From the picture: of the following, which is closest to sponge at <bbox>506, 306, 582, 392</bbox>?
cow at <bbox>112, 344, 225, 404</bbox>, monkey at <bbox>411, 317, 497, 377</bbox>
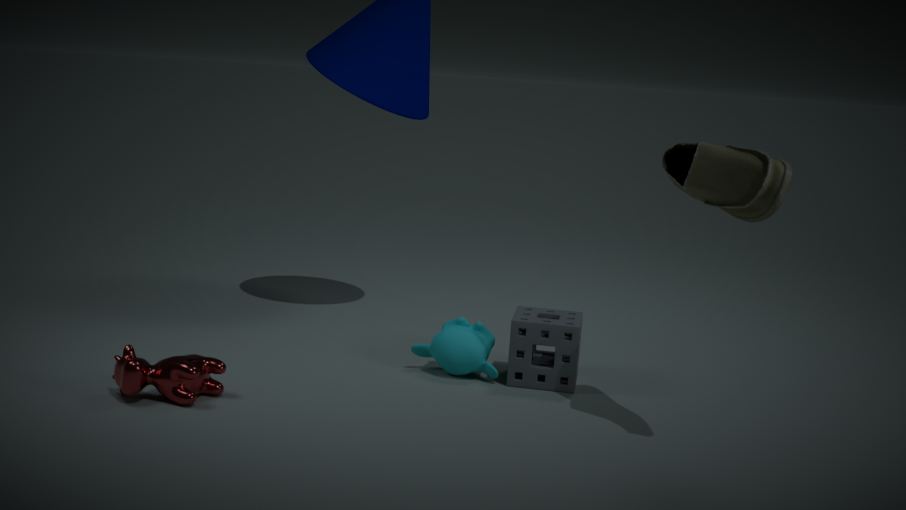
monkey at <bbox>411, 317, 497, 377</bbox>
